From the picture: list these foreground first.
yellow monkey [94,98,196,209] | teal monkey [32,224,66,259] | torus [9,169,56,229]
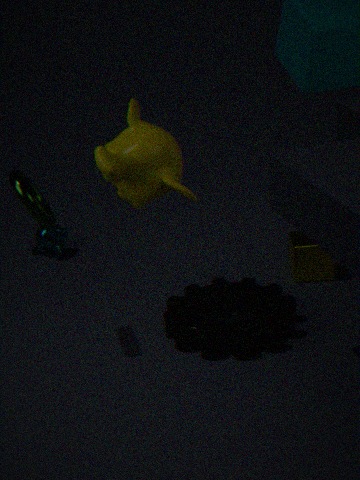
torus [9,169,56,229] → yellow monkey [94,98,196,209] → teal monkey [32,224,66,259]
